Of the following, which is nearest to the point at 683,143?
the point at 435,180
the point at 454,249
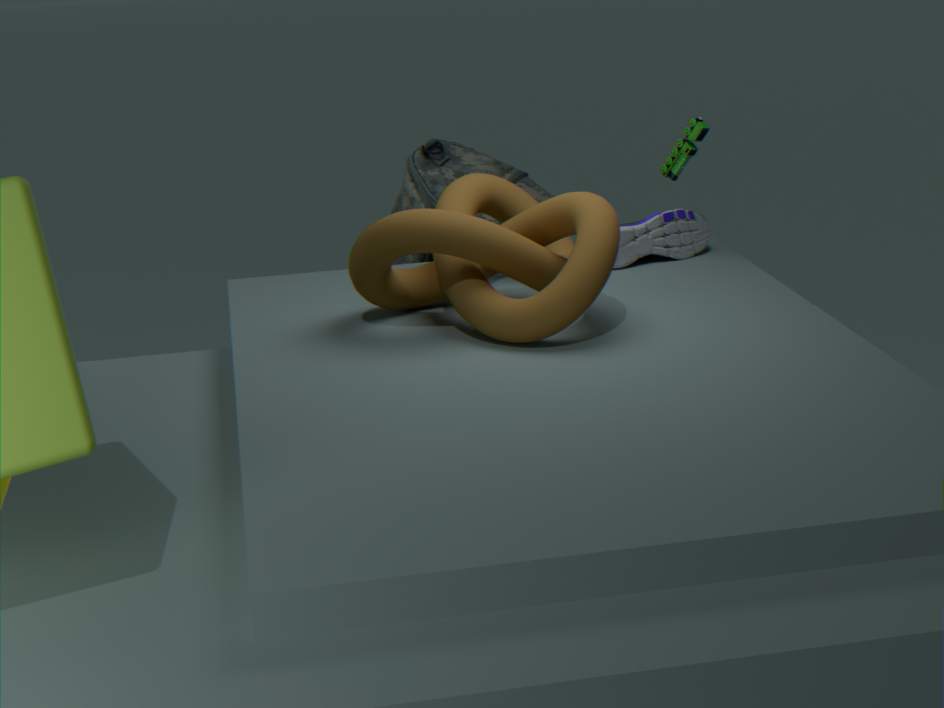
the point at 454,249
